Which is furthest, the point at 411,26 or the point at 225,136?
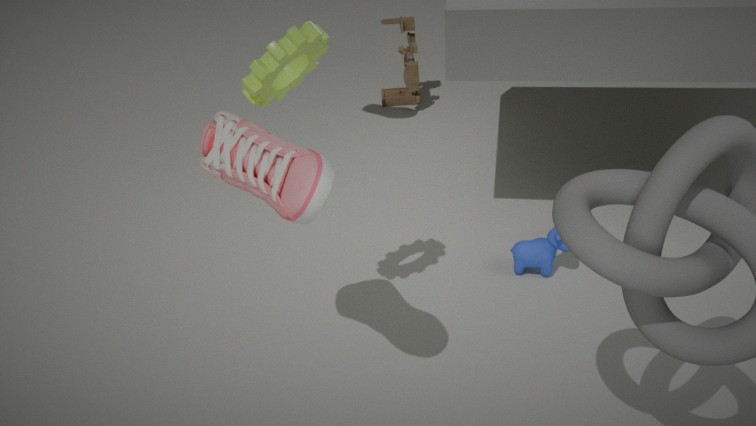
the point at 411,26
